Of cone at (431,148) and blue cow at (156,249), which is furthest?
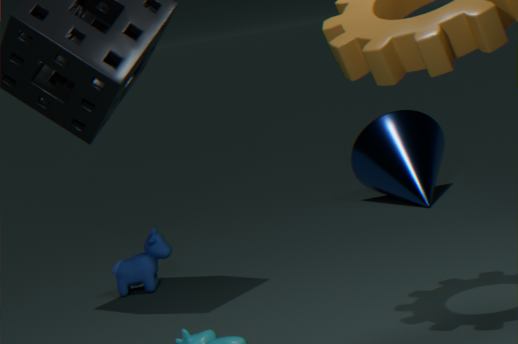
cone at (431,148)
